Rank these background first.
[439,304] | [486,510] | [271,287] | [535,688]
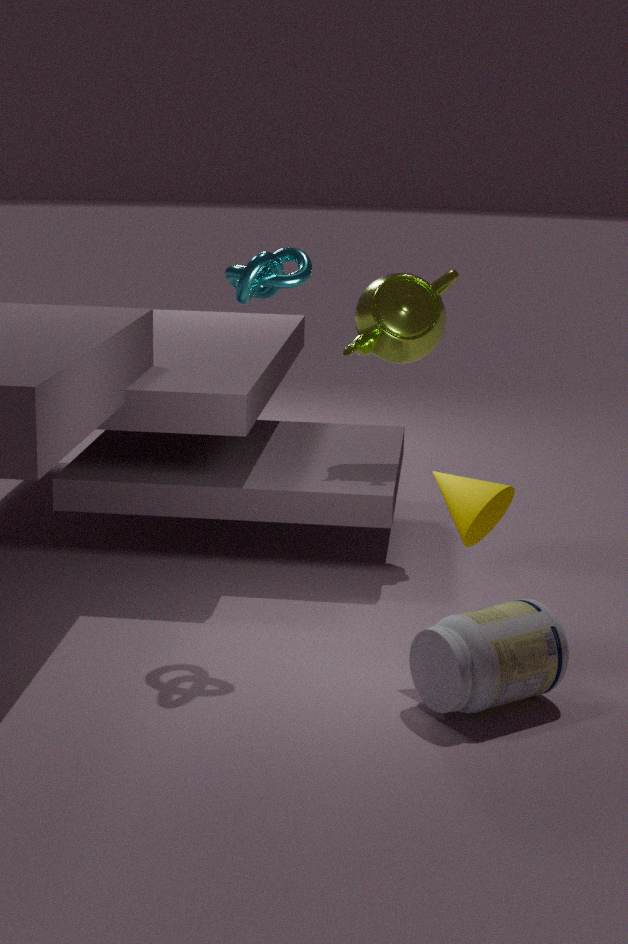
[439,304] < [271,287] < [486,510] < [535,688]
